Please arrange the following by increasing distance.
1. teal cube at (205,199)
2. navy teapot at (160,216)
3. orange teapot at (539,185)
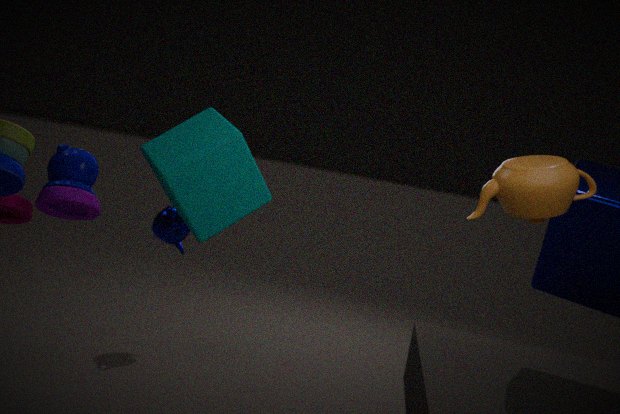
orange teapot at (539,185)
teal cube at (205,199)
navy teapot at (160,216)
